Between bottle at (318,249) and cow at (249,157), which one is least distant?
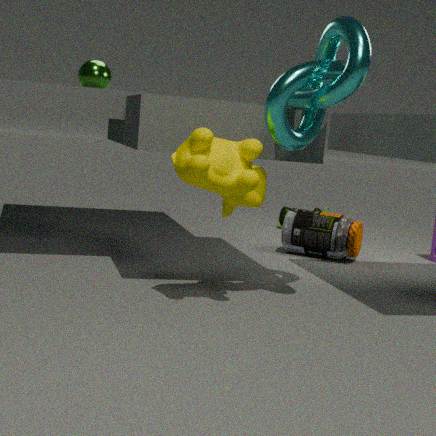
cow at (249,157)
